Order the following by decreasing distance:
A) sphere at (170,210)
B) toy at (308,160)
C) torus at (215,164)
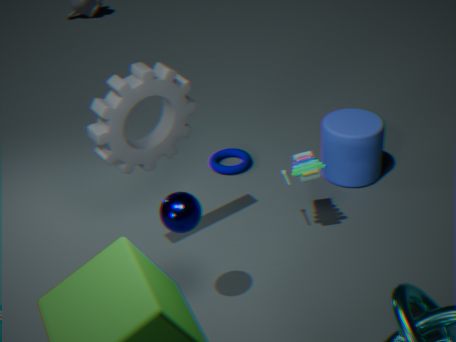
1. torus at (215,164)
2. toy at (308,160)
3. sphere at (170,210)
